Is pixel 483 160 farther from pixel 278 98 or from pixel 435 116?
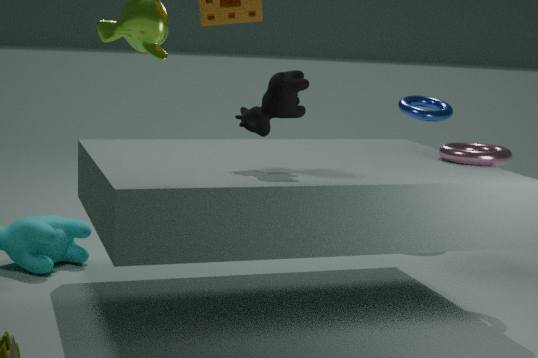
pixel 435 116
